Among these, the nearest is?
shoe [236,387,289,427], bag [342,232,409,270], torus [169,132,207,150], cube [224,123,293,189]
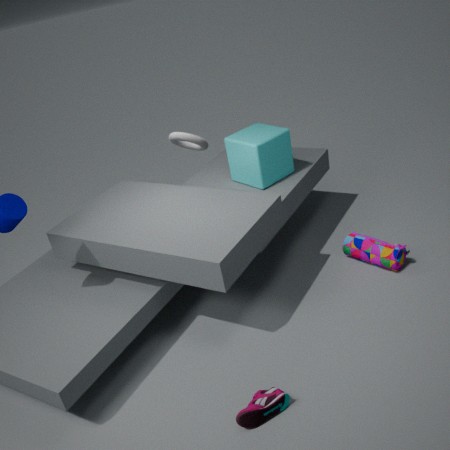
shoe [236,387,289,427]
